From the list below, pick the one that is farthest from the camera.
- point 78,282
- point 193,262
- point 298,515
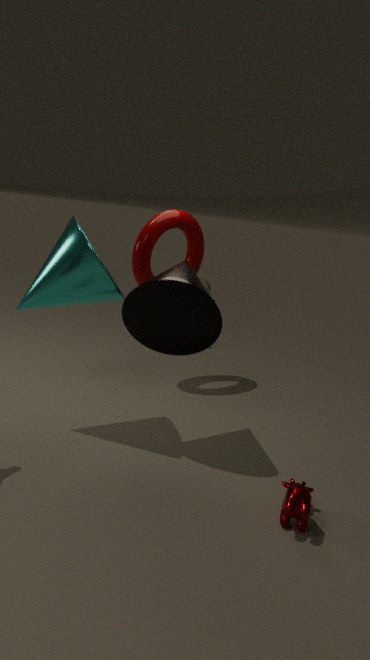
point 193,262
